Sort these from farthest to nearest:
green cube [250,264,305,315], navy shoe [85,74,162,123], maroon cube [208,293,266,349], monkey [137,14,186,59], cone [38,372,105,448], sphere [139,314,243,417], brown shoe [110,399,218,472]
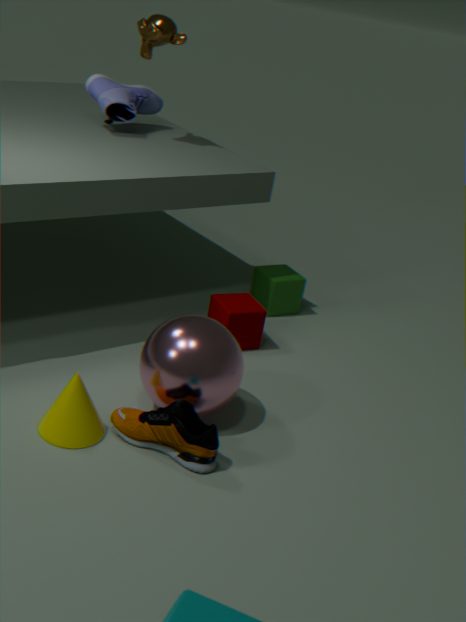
green cube [250,264,305,315], navy shoe [85,74,162,123], monkey [137,14,186,59], maroon cube [208,293,266,349], sphere [139,314,243,417], cone [38,372,105,448], brown shoe [110,399,218,472]
